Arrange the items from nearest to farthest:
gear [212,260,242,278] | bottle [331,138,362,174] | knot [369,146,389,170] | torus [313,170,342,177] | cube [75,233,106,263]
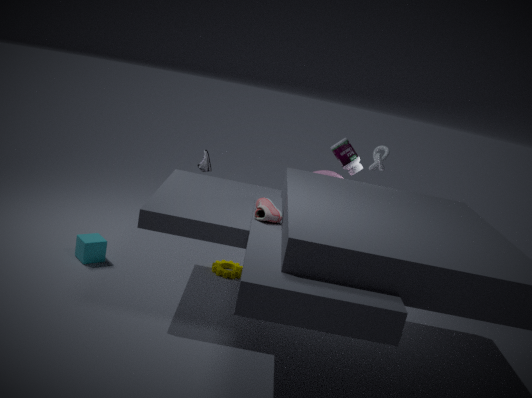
1. cube [75,233,106,263]
2. gear [212,260,242,278]
3. bottle [331,138,362,174]
4. torus [313,170,342,177]
5. knot [369,146,389,170]
